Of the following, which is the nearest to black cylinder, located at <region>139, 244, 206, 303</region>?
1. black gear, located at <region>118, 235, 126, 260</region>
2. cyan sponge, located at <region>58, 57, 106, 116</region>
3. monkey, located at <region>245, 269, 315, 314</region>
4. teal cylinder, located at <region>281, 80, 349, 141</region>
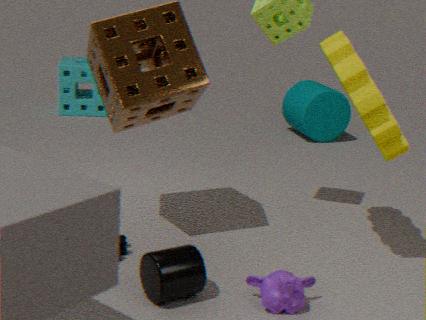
monkey, located at <region>245, 269, 315, 314</region>
